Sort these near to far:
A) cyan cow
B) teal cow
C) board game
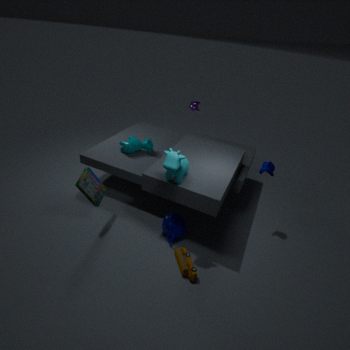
cyan cow, board game, teal cow
